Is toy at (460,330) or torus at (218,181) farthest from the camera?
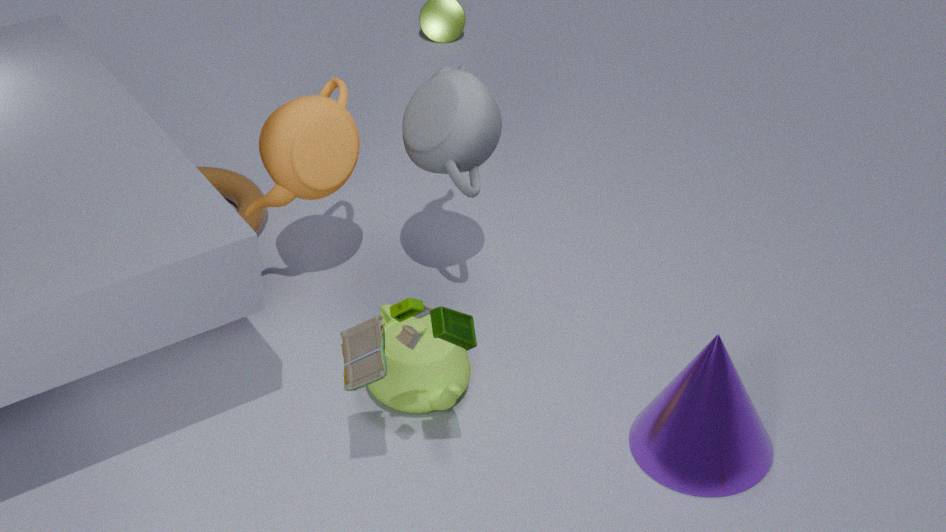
torus at (218,181)
